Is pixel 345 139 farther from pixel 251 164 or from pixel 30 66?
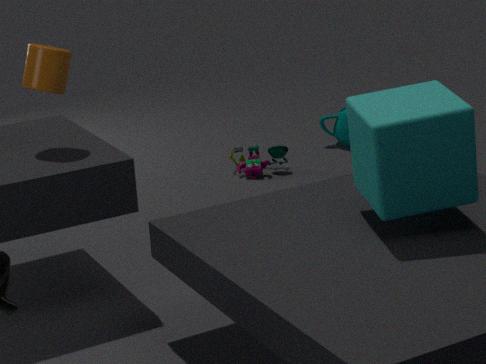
pixel 30 66
